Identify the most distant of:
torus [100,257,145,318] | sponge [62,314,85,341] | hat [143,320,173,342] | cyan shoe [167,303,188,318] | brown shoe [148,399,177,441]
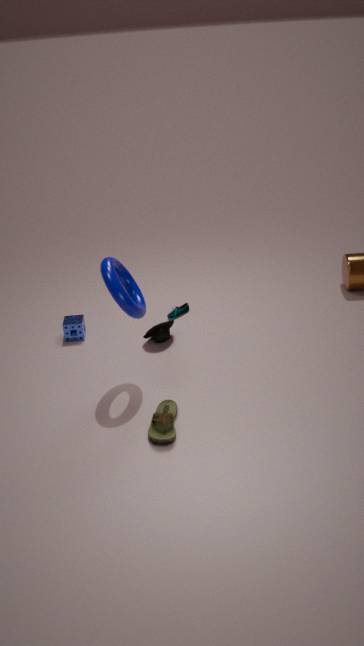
cyan shoe [167,303,188,318]
